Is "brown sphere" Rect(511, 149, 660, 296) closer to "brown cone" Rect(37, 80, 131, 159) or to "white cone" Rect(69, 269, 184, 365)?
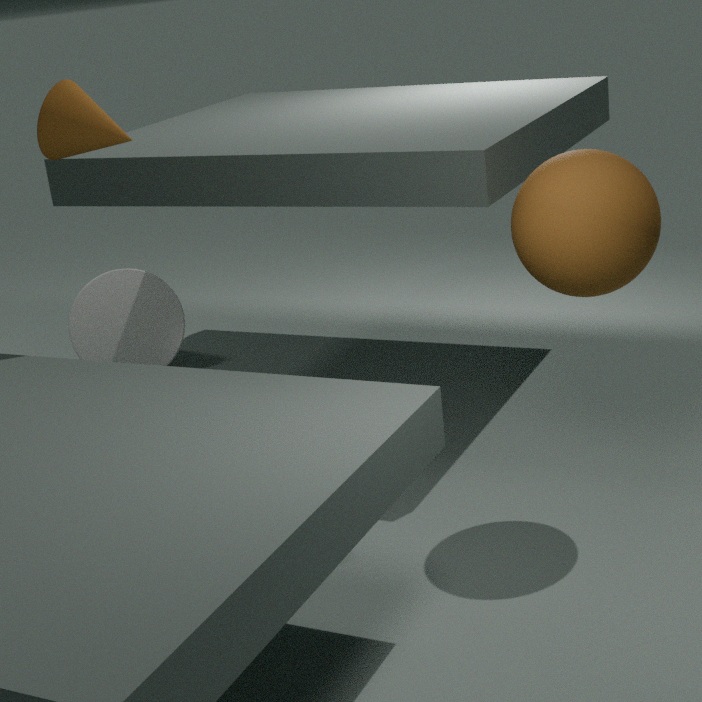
"brown cone" Rect(37, 80, 131, 159)
